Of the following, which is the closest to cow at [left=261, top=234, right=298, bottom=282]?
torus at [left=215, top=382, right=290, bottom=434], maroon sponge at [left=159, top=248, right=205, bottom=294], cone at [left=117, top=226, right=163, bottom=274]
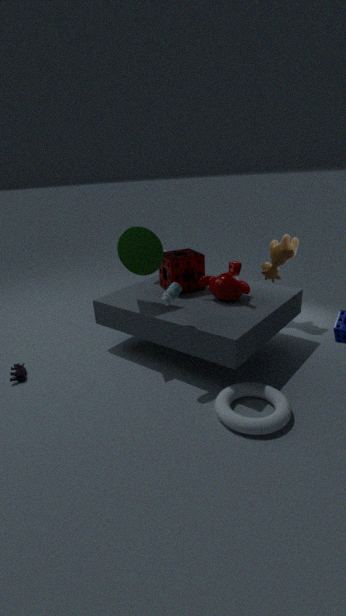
maroon sponge at [left=159, top=248, right=205, bottom=294]
